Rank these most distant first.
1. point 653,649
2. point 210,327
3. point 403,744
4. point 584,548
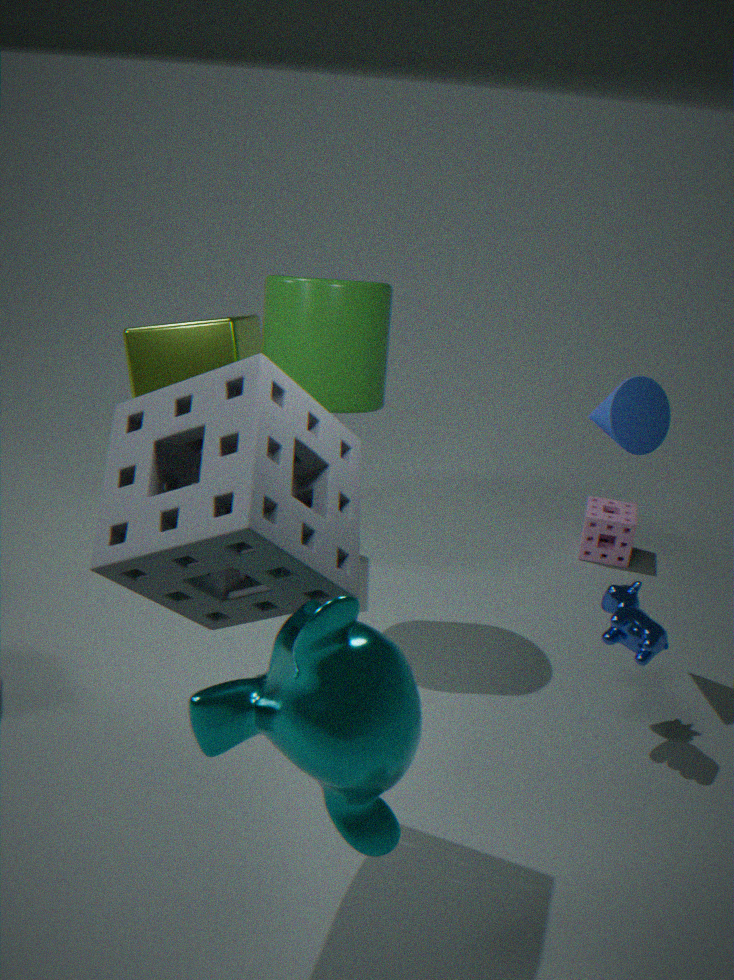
point 584,548, point 210,327, point 653,649, point 403,744
